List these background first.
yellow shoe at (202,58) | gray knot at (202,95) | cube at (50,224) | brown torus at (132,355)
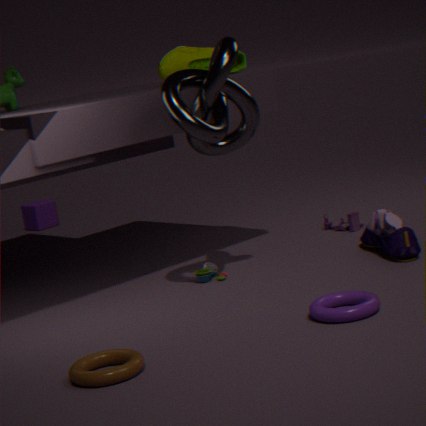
cube at (50,224) < yellow shoe at (202,58) < gray knot at (202,95) < brown torus at (132,355)
